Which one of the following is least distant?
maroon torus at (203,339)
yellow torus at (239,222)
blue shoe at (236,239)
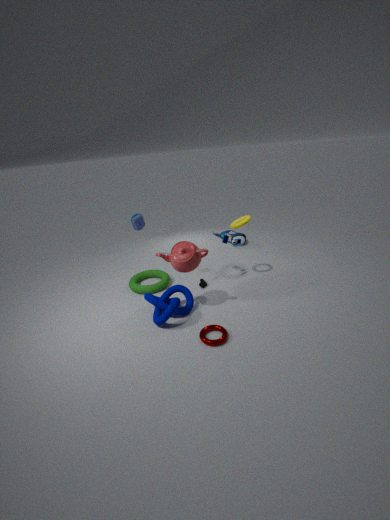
maroon torus at (203,339)
